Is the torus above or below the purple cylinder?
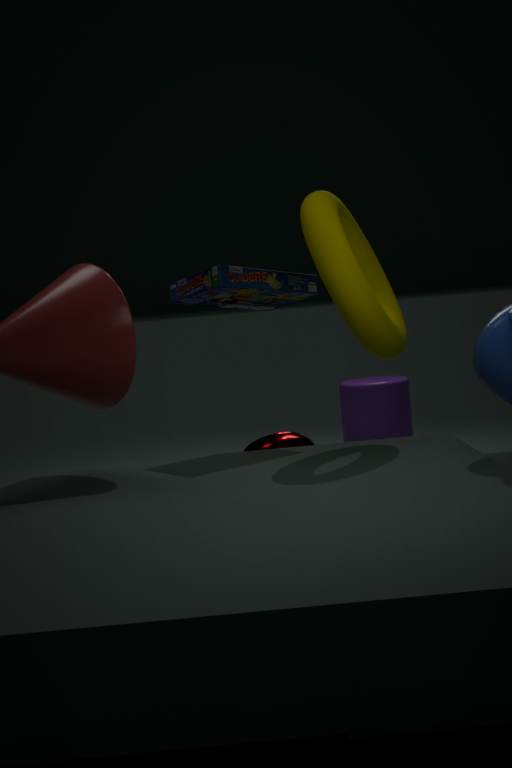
above
